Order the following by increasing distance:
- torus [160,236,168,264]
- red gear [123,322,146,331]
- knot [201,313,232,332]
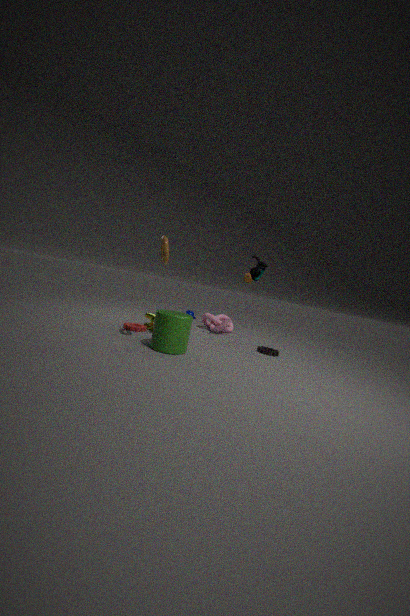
torus [160,236,168,264], red gear [123,322,146,331], knot [201,313,232,332]
